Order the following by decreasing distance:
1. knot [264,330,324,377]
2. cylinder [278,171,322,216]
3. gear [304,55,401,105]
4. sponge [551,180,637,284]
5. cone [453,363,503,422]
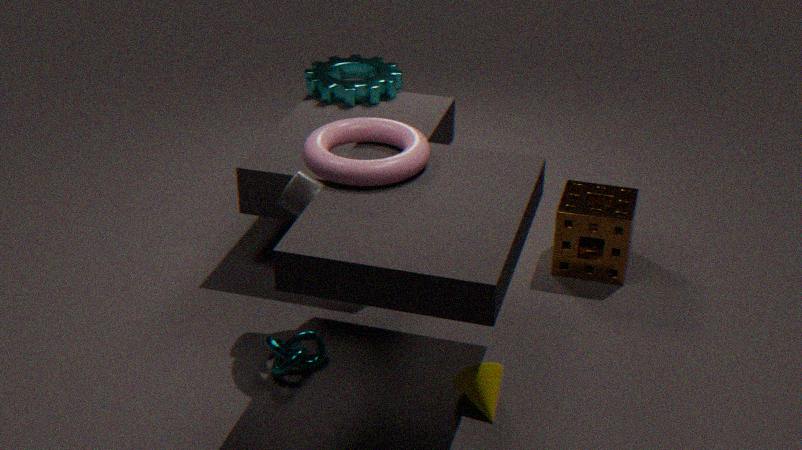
gear [304,55,401,105] < sponge [551,180,637,284] < cylinder [278,171,322,216] < knot [264,330,324,377] < cone [453,363,503,422]
